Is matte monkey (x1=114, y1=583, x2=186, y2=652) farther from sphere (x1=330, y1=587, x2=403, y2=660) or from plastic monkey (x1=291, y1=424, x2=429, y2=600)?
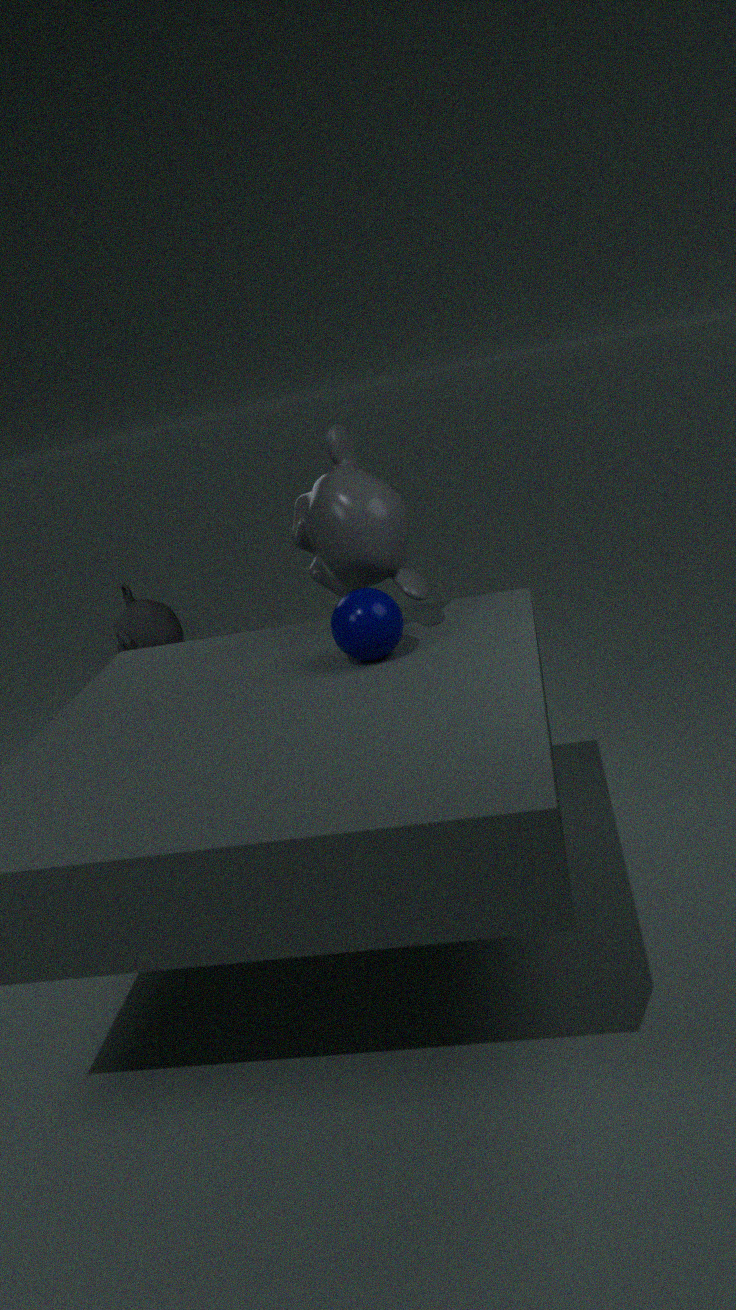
sphere (x1=330, y1=587, x2=403, y2=660)
